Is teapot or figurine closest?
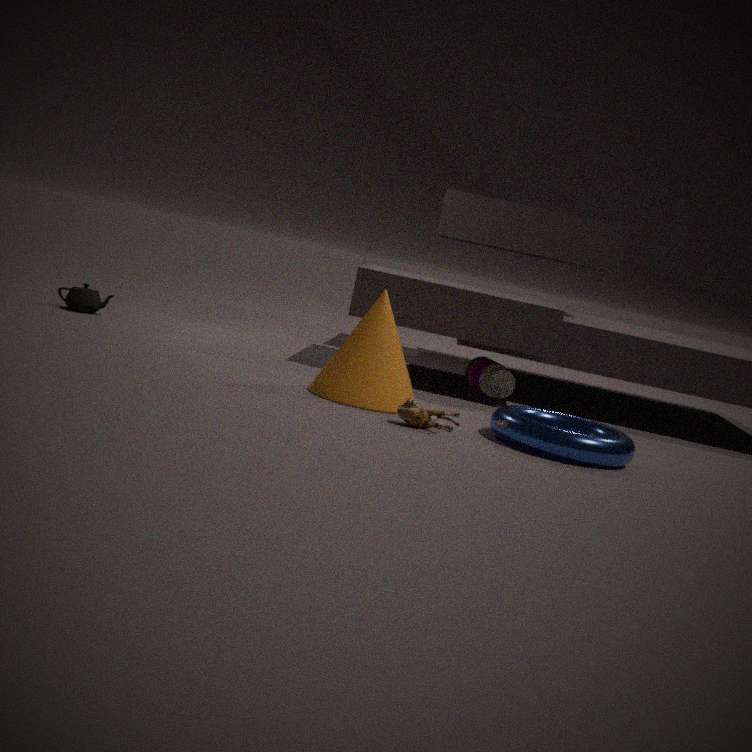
figurine
